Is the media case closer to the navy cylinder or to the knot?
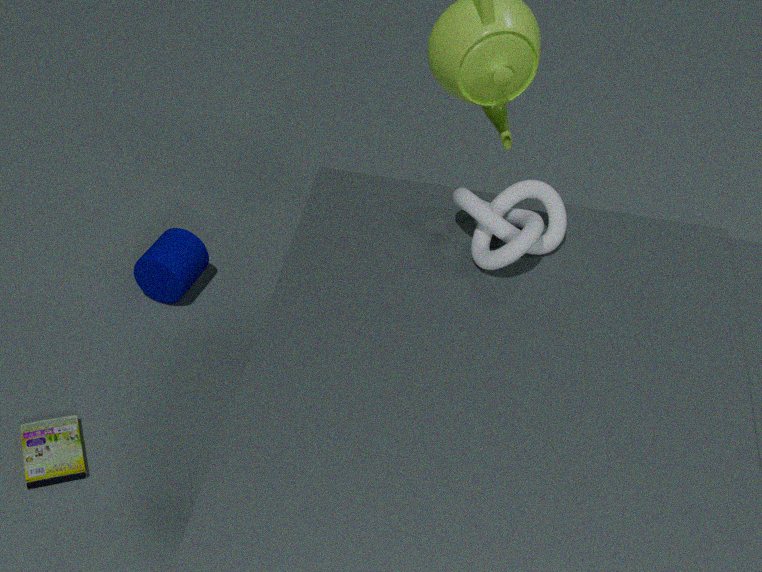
the navy cylinder
